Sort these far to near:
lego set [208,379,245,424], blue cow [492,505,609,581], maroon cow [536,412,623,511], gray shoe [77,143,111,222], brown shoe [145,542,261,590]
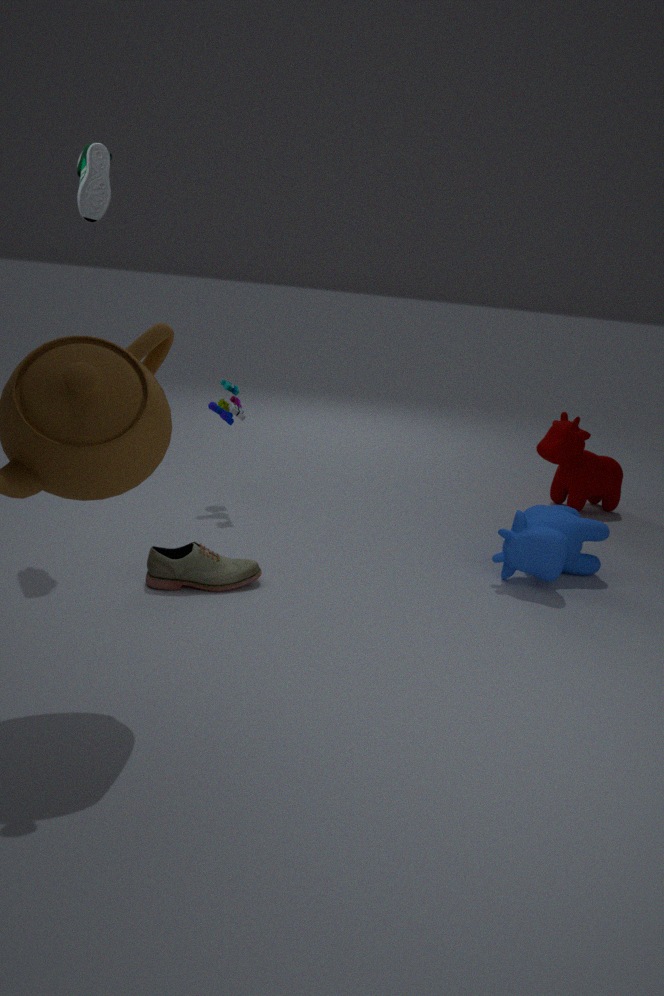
maroon cow [536,412,623,511] → lego set [208,379,245,424] → blue cow [492,505,609,581] → gray shoe [77,143,111,222] → brown shoe [145,542,261,590]
